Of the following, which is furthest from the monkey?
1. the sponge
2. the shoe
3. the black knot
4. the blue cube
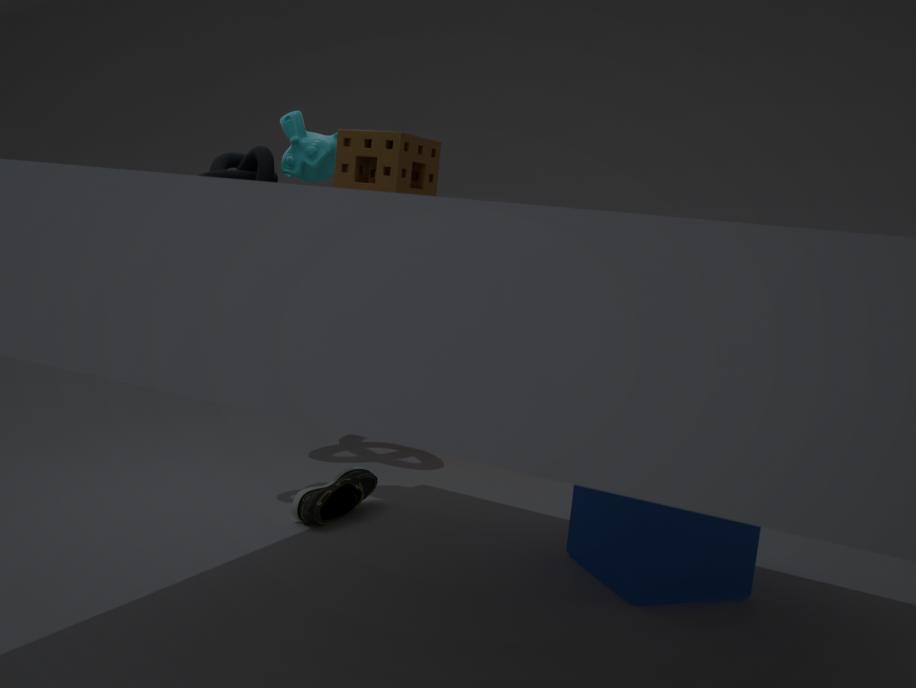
the blue cube
